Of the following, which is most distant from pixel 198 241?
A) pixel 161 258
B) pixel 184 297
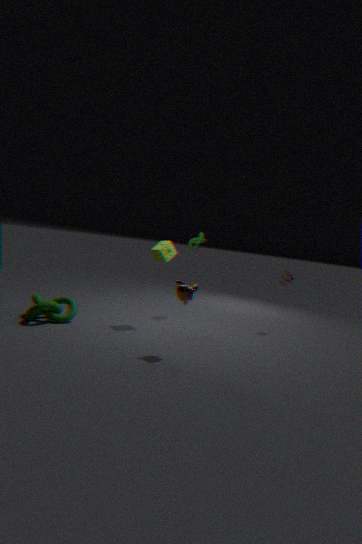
pixel 184 297
